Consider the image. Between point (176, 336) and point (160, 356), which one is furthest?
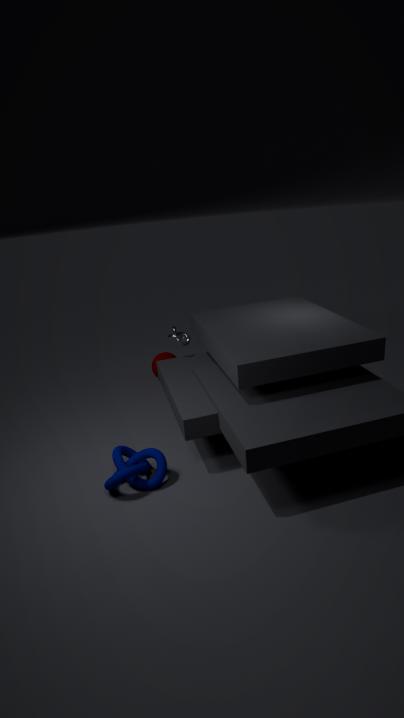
point (160, 356)
